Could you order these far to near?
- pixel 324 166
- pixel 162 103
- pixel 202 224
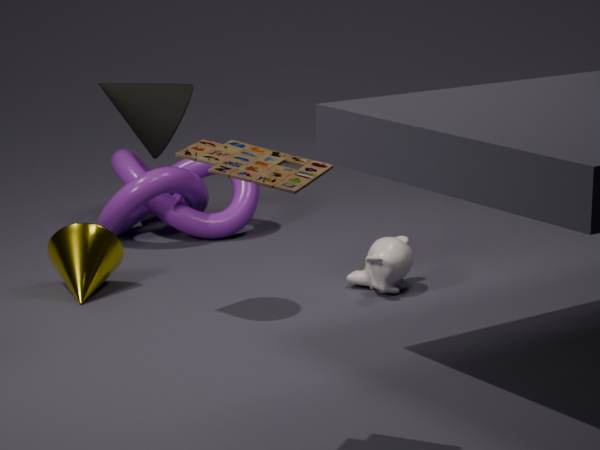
pixel 202 224 < pixel 162 103 < pixel 324 166
